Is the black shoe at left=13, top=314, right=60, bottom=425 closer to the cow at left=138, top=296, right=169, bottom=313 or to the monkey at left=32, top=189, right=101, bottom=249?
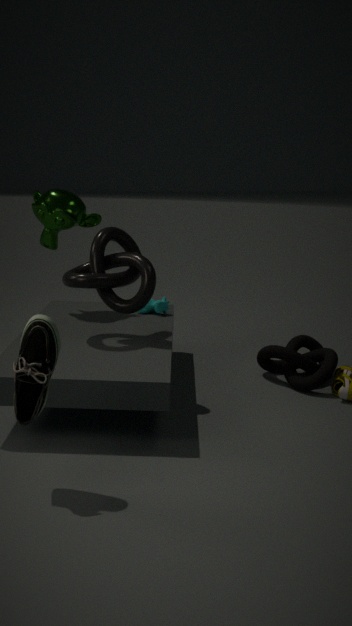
the monkey at left=32, top=189, right=101, bottom=249
